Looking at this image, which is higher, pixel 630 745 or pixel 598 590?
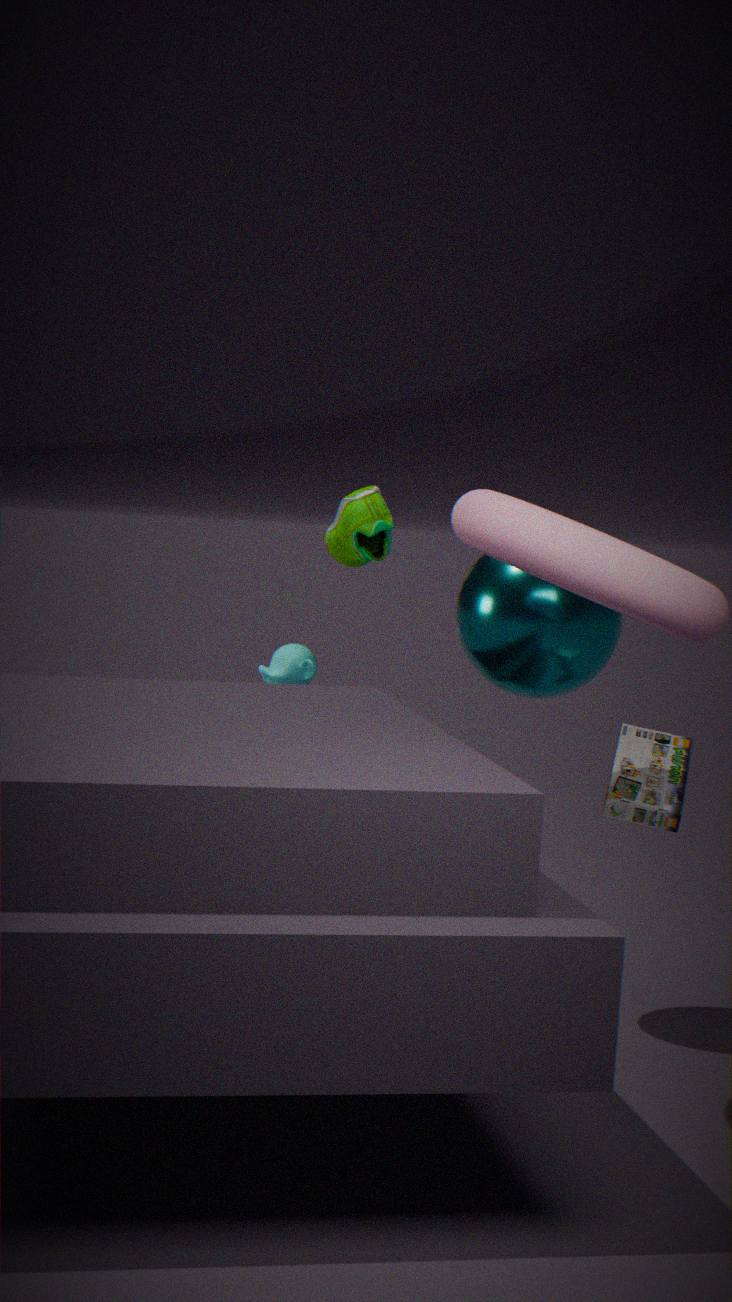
pixel 598 590
